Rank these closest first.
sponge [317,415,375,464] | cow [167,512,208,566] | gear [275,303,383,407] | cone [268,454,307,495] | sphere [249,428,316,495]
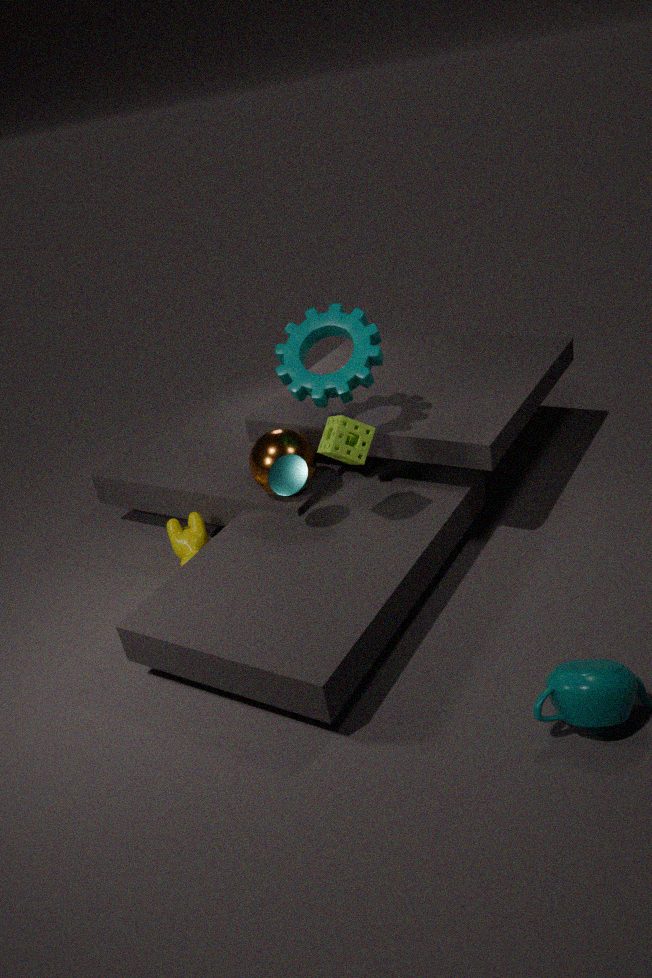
sponge [317,415,375,464]
cone [268,454,307,495]
gear [275,303,383,407]
sphere [249,428,316,495]
cow [167,512,208,566]
